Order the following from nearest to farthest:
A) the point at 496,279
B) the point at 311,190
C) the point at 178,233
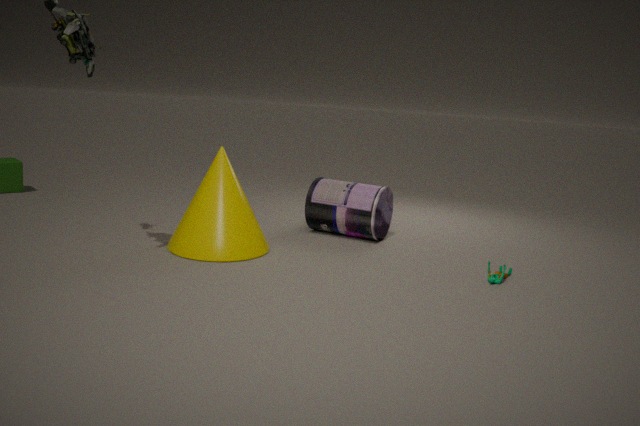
1. the point at 496,279
2. the point at 178,233
3. the point at 311,190
